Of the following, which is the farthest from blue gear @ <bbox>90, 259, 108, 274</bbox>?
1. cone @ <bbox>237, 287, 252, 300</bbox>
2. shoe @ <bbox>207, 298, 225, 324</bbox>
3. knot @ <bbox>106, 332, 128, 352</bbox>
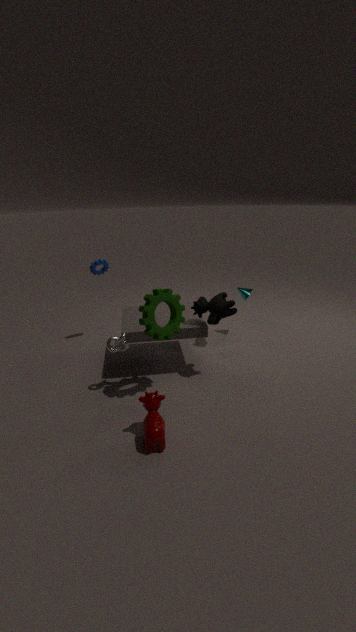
cone @ <bbox>237, 287, 252, 300</bbox>
